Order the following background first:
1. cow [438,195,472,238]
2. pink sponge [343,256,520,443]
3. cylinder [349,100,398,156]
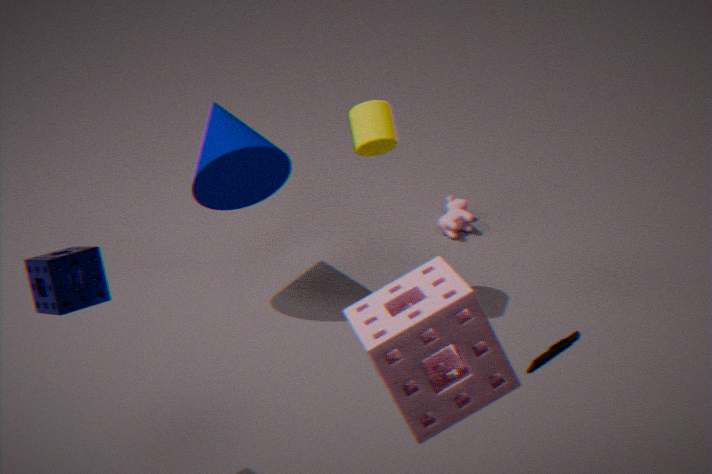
cow [438,195,472,238], cylinder [349,100,398,156], pink sponge [343,256,520,443]
